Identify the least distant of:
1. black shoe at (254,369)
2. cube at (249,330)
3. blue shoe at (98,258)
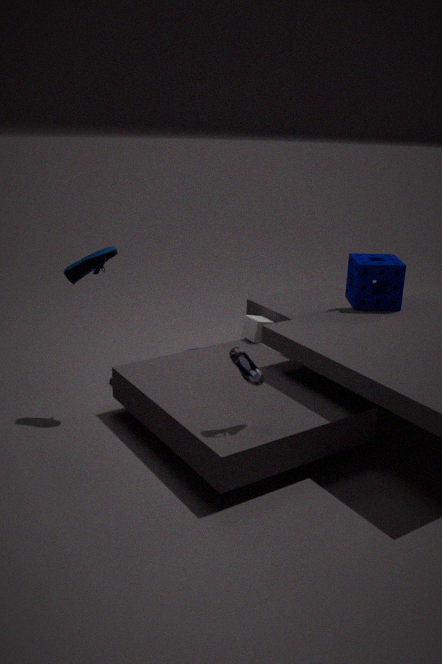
black shoe at (254,369)
